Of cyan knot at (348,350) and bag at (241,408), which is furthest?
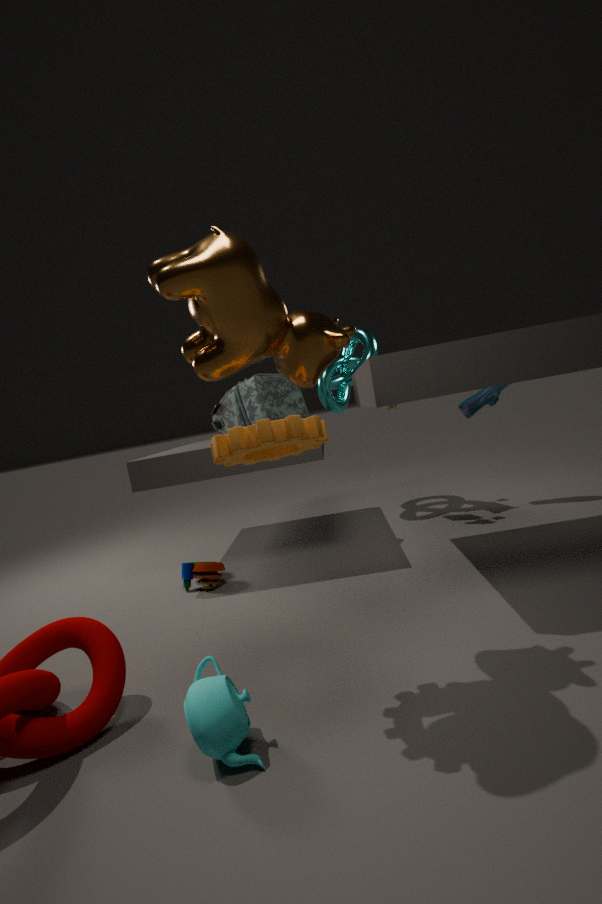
cyan knot at (348,350)
